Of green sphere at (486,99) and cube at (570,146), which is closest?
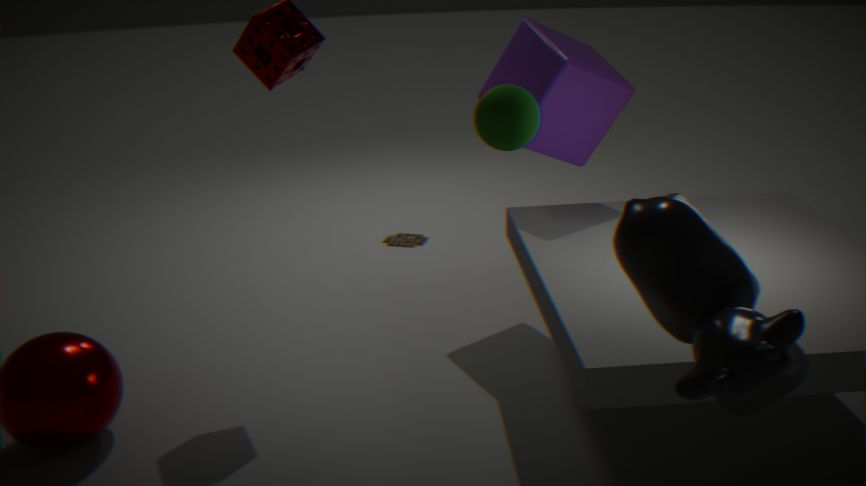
green sphere at (486,99)
